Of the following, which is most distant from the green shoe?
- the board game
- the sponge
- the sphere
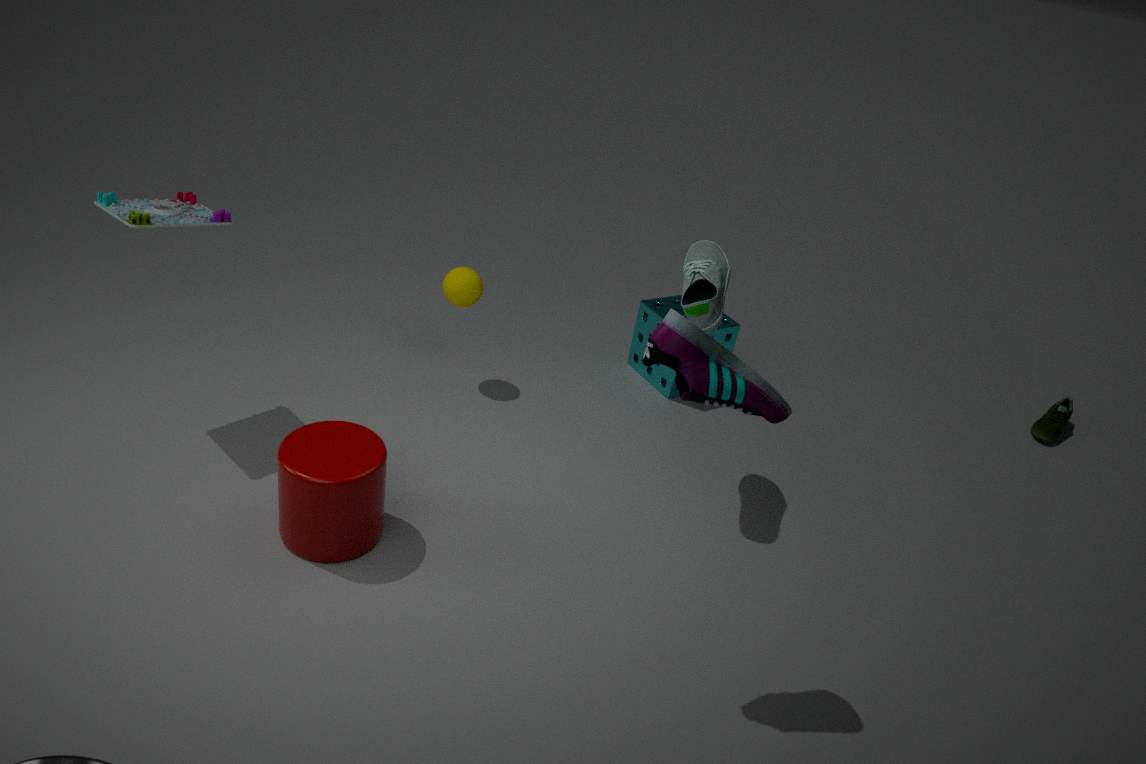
the board game
